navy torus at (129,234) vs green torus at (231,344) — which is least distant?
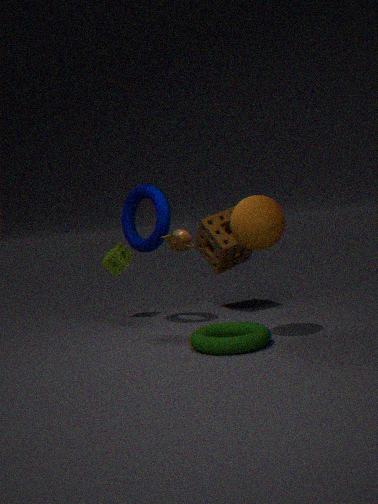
green torus at (231,344)
